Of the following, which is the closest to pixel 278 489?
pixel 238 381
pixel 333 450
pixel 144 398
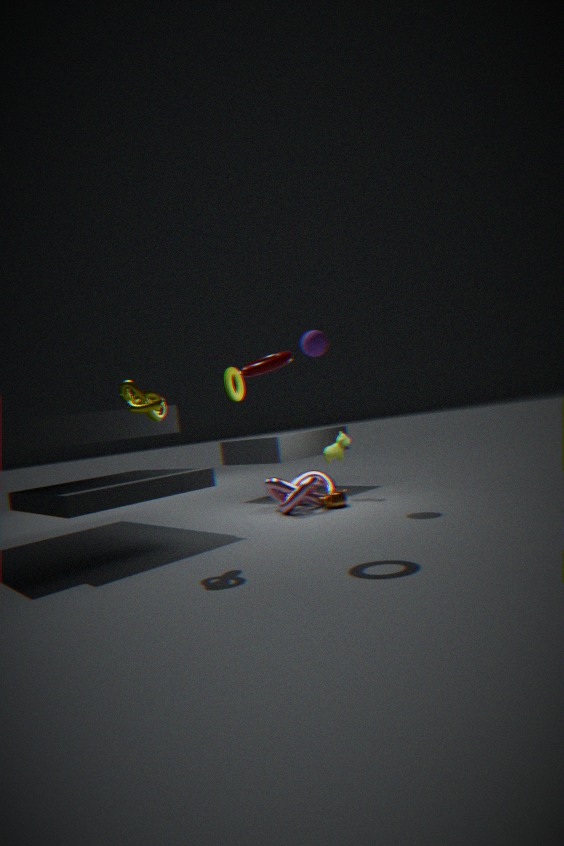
pixel 333 450
